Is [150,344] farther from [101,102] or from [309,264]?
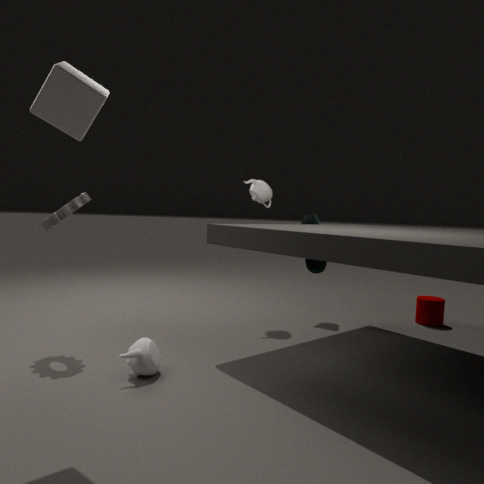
[309,264]
